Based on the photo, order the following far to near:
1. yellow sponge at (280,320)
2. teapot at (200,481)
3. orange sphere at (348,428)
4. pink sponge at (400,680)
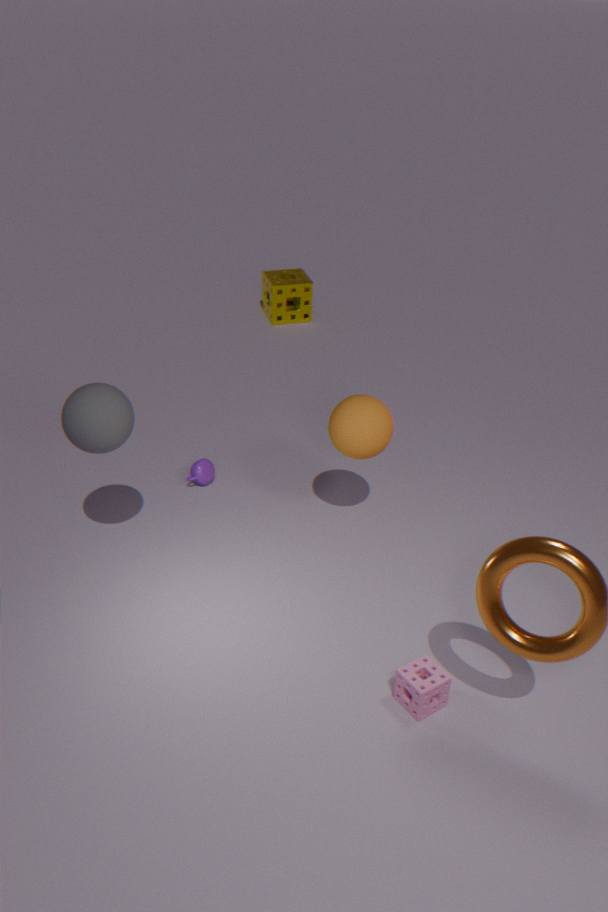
yellow sponge at (280,320)
teapot at (200,481)
orange sphere at (348,428)
pink sponge at (400,680)
